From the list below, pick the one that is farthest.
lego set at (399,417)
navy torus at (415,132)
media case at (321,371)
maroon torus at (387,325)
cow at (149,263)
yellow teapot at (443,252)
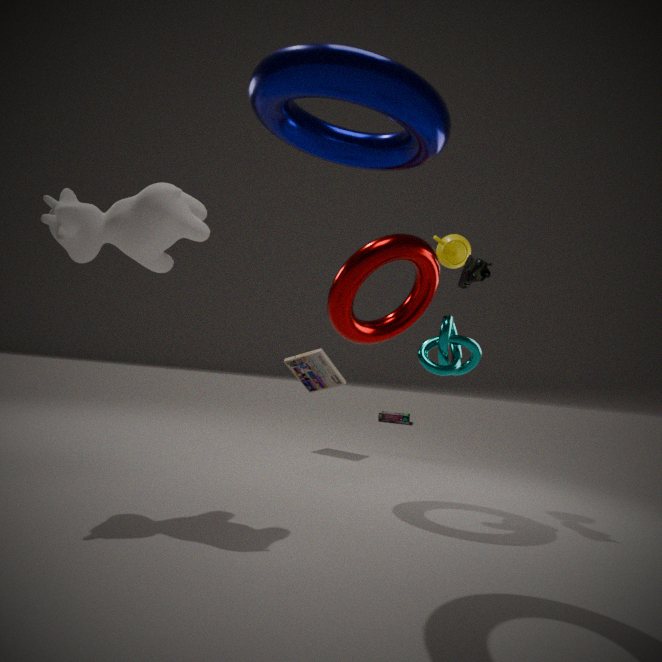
lego set at (399,417)
